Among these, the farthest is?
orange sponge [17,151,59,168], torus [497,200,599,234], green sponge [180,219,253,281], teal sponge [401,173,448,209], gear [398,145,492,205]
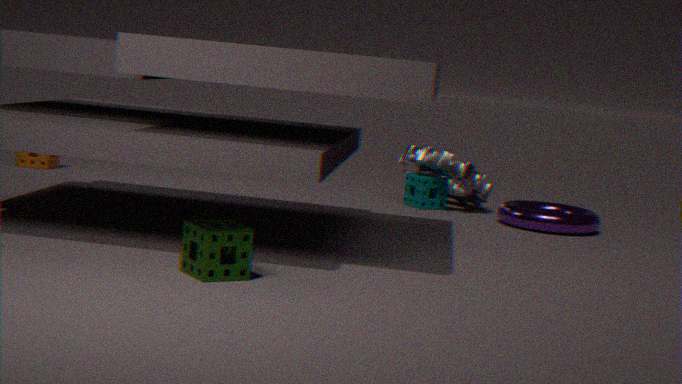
orange sponge [17,151,59,168]
